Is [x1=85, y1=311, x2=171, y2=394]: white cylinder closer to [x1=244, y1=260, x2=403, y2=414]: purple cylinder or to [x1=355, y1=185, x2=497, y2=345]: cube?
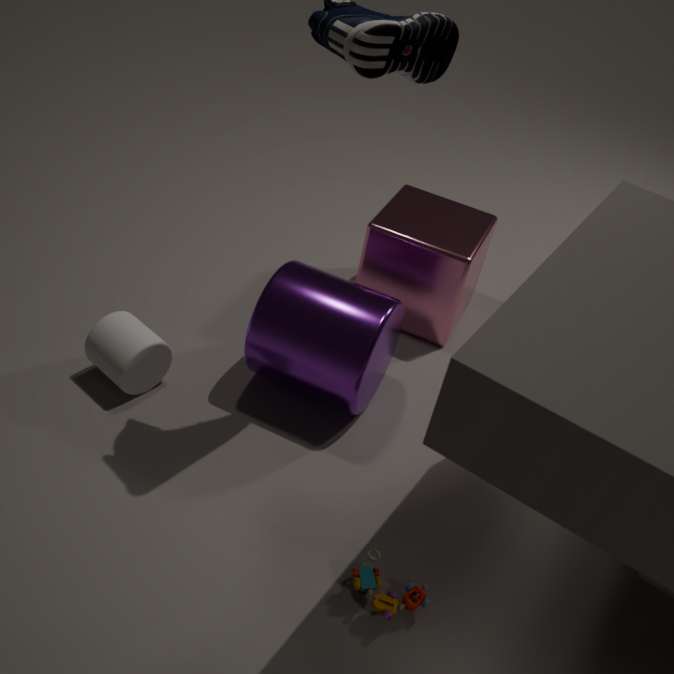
[x1=244, y1=260, x2=403, y2=414]: purple cylinder
